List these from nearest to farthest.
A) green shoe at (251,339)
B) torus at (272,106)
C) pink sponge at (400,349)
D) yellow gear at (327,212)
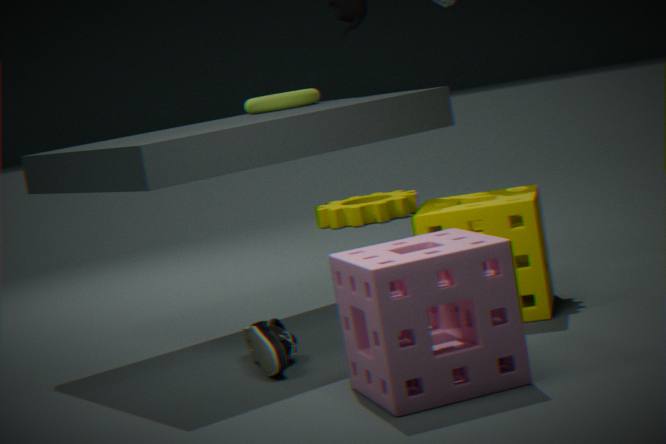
pink sponge at (400,349) → green shoe at (251,339) → torus at (272,106) → yellow gear at (327,212)
